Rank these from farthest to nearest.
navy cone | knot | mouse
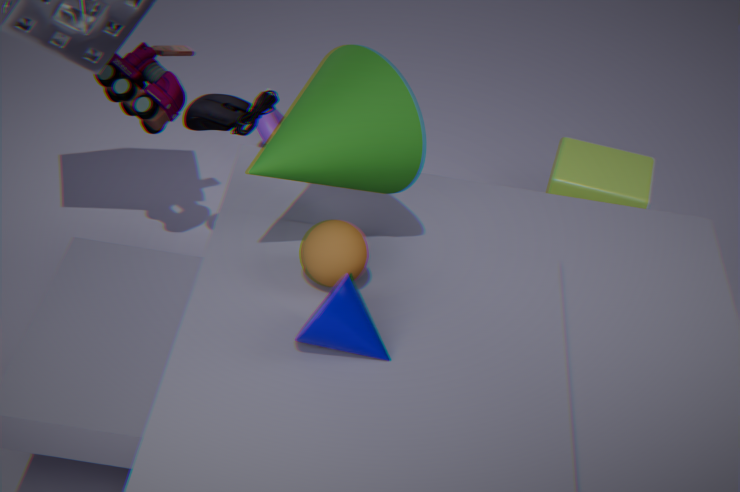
1. knot
2. mouse
3. navy cone
